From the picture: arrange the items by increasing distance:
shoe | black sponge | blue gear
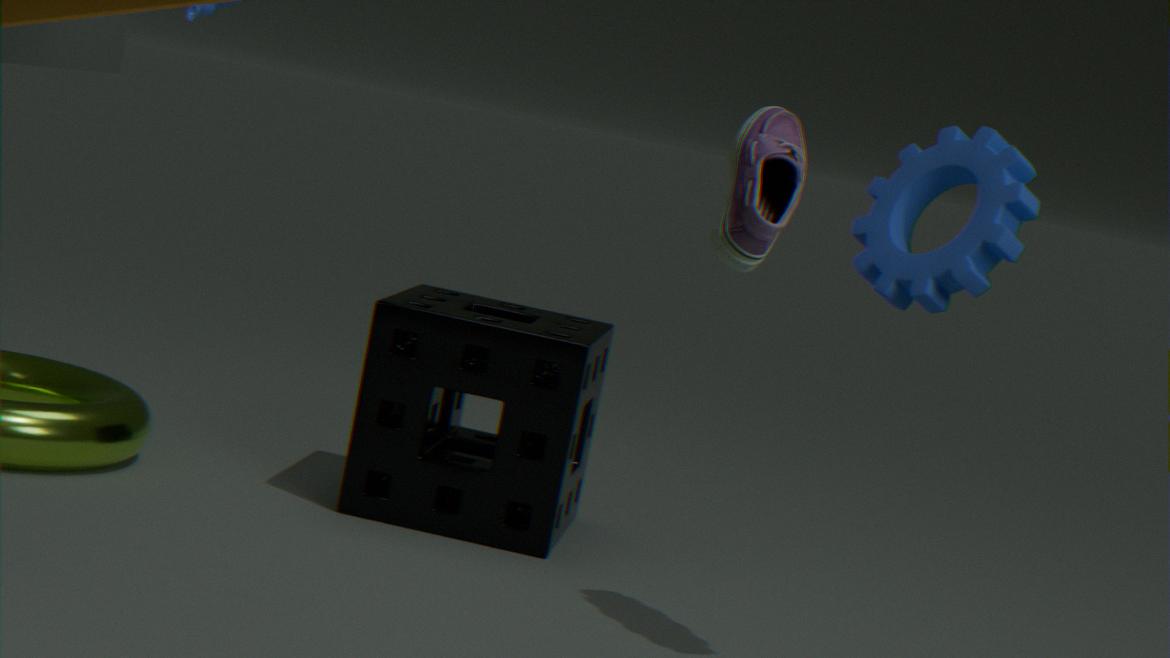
1. shoe
2. blue gear
3. black sponge
